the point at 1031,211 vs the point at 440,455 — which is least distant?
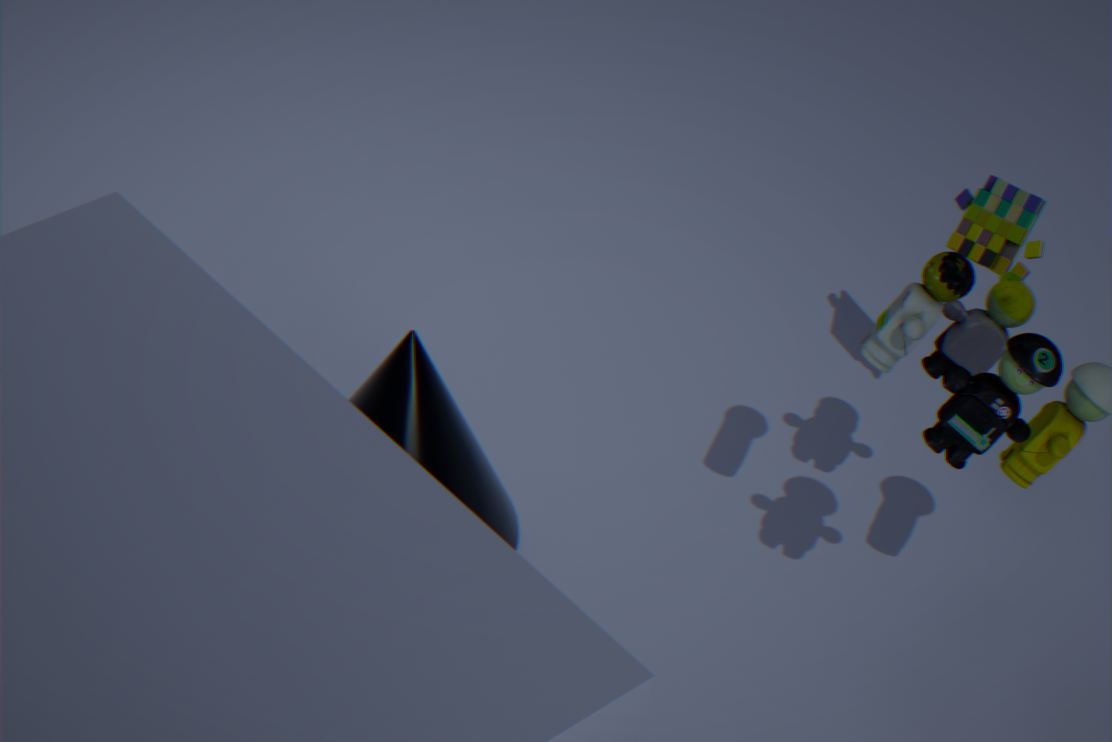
the point at 440,455
